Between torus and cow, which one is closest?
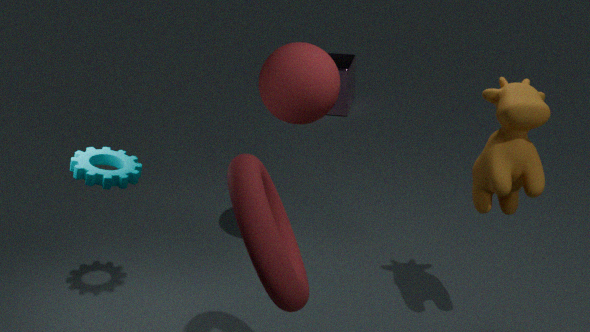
torus
